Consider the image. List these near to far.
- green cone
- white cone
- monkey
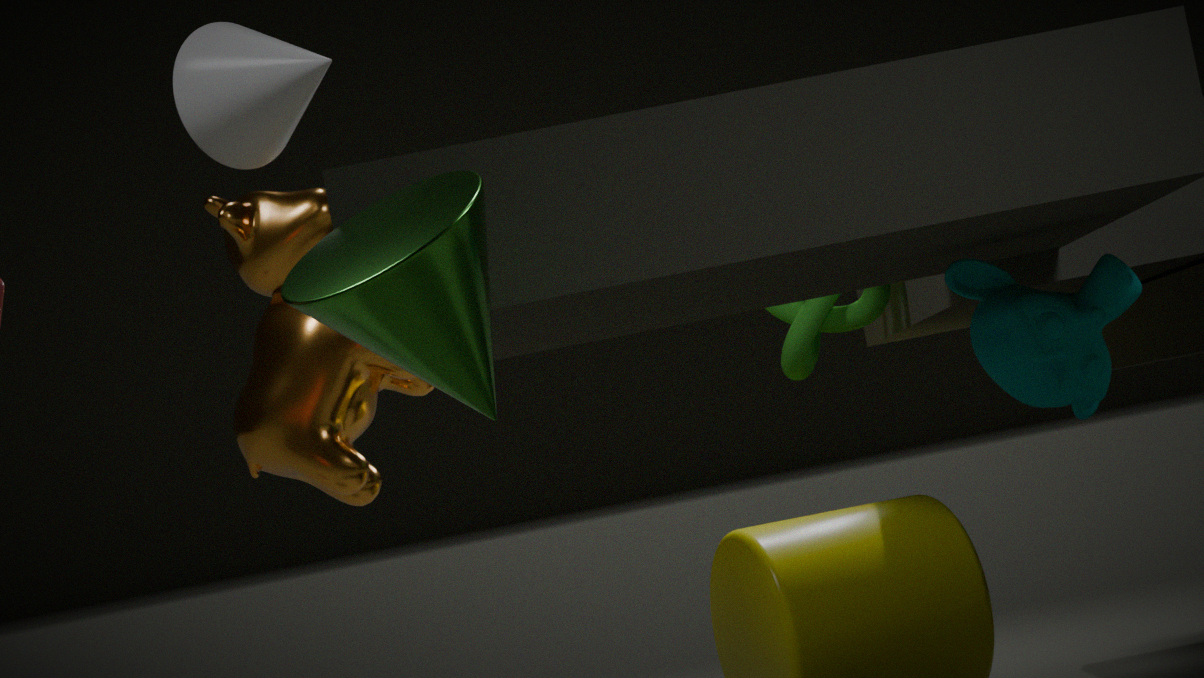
1. green cone
2. monkey
3. white cone
